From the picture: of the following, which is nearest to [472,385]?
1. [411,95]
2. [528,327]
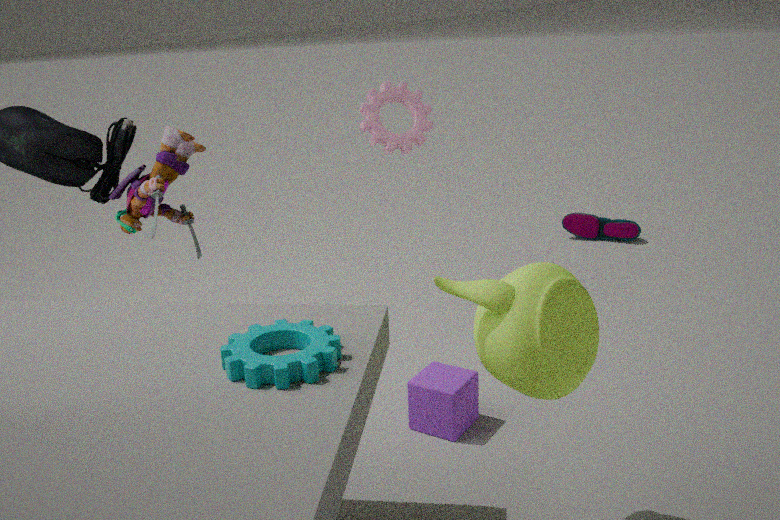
[528,327]
